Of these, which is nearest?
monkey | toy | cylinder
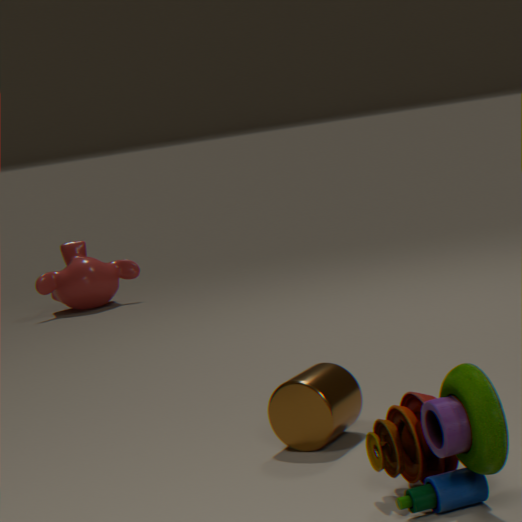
toy
